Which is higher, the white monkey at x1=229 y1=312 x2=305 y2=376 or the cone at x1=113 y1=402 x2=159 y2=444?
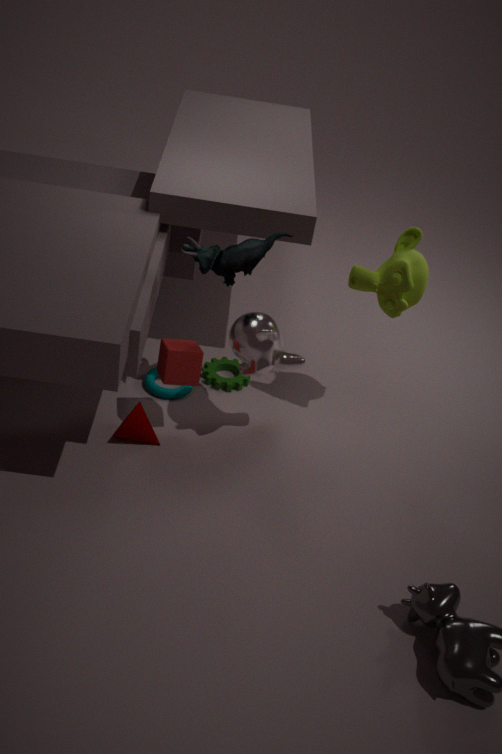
the white monkey at x1=229 y1=312 x2=305 y2=376
